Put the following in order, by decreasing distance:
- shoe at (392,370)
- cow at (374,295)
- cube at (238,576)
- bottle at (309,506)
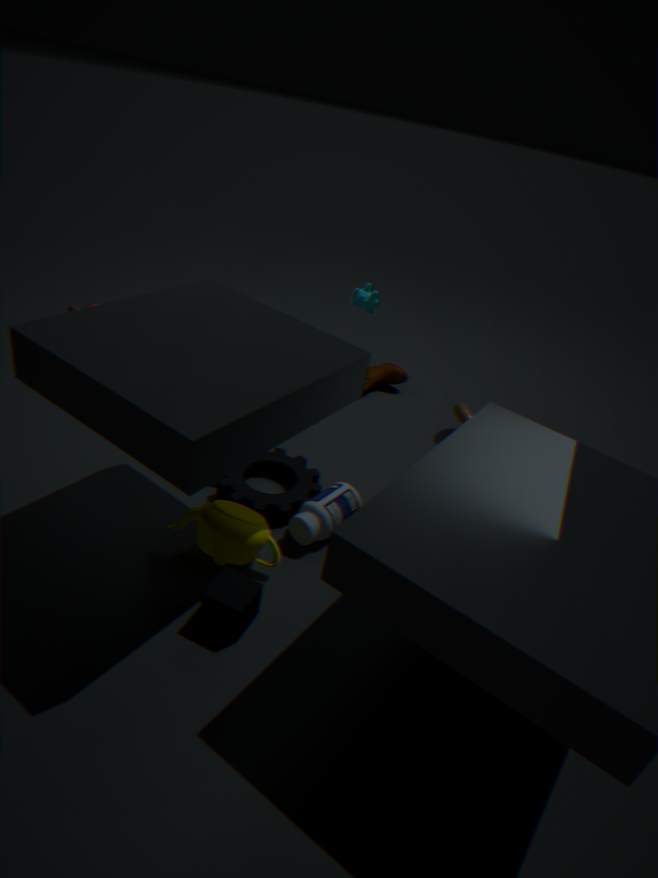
shoe at (392,370) < cow at (374,295) < bottle at (309,506) < cube at (238,576)
